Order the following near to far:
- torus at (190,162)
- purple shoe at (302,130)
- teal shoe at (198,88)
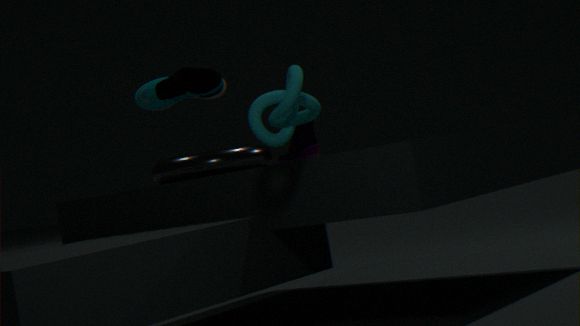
teal shoe at (198,88)
torus at (190,162)
purple shoe at (302,130)
